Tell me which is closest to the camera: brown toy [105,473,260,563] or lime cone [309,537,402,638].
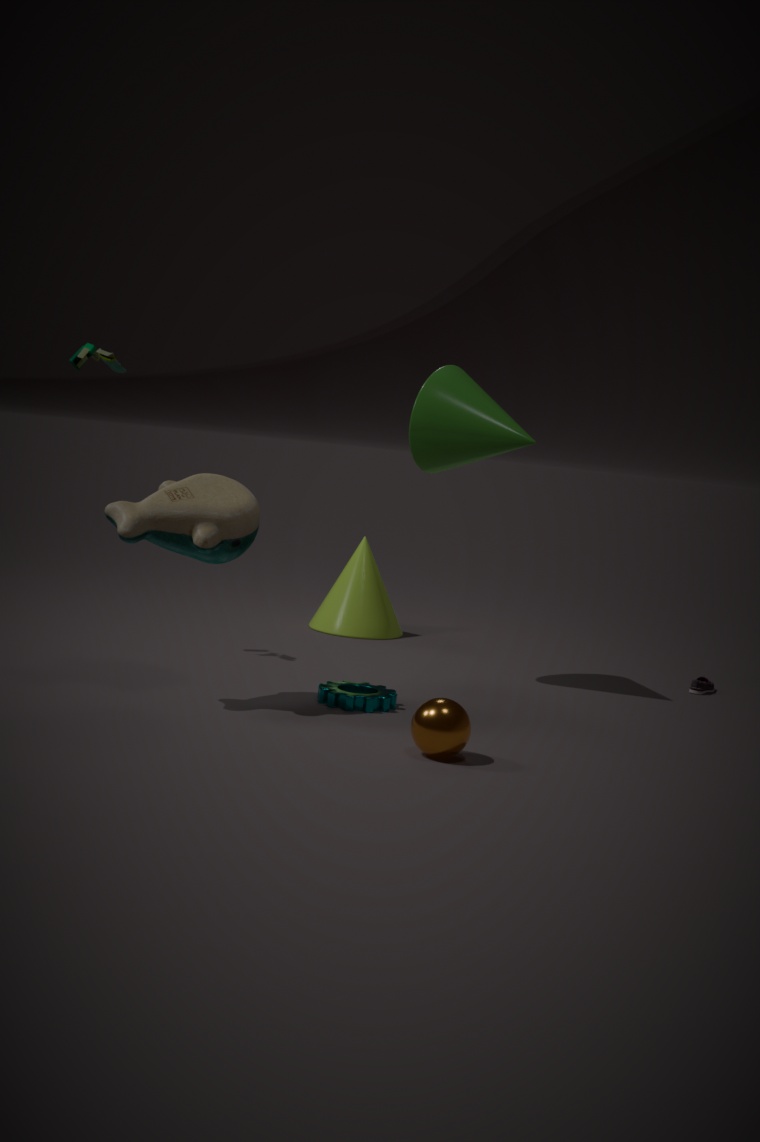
brown toy [105,473,260,563]
